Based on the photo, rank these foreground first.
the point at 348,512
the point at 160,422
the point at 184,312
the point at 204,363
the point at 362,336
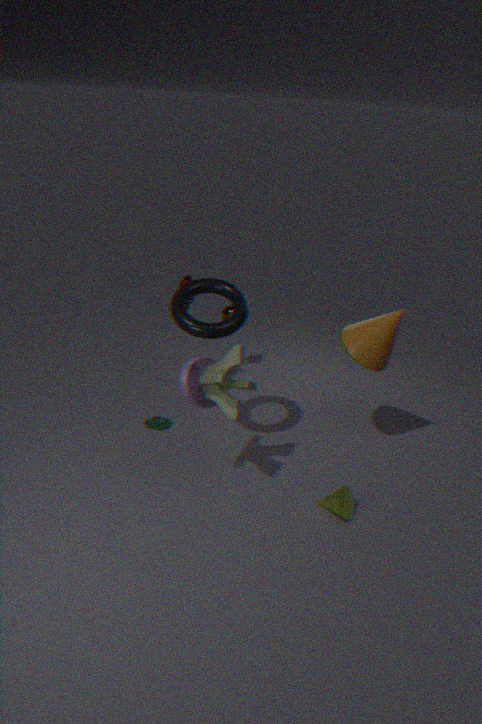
the point at 348,512 → the point at 204,363 → the point at 184,312 → the point at 362,336 → the point at 160,422
